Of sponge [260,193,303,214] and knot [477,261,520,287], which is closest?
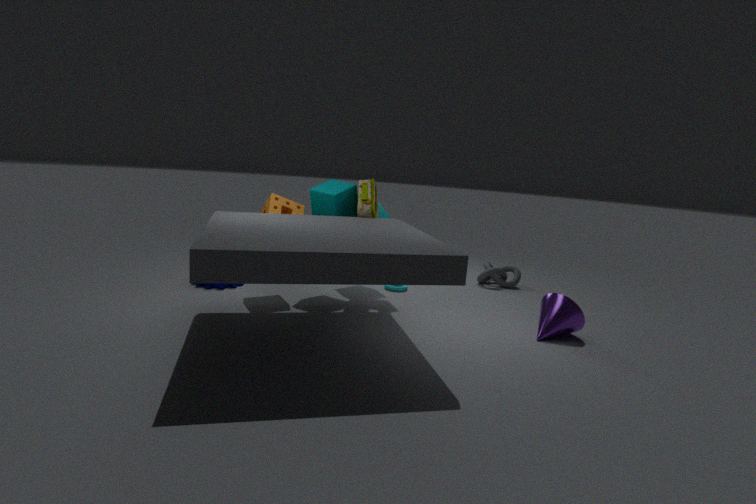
sponge [260,193,303,214]
